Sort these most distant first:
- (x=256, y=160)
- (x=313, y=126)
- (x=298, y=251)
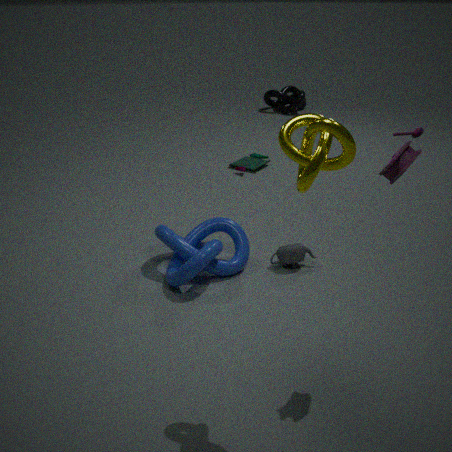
(x=256, y=160)
(x=298, y=251)
(x=313, y=126)
